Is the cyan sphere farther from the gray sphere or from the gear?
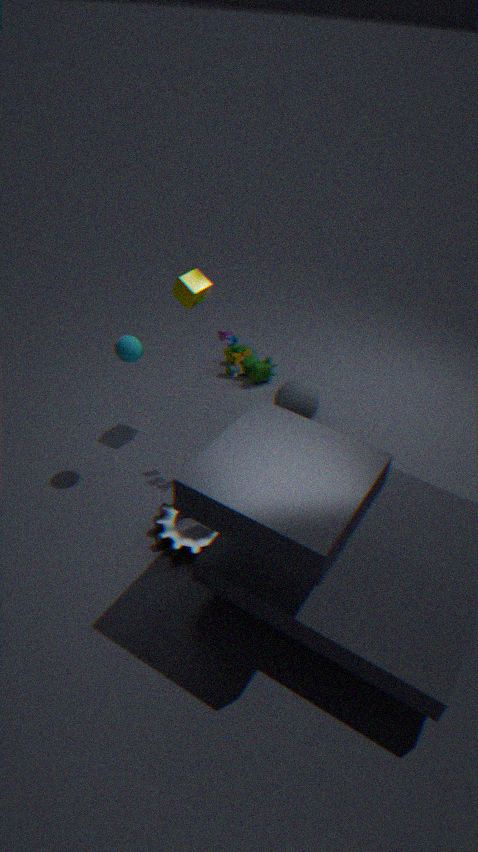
the gray sphere
